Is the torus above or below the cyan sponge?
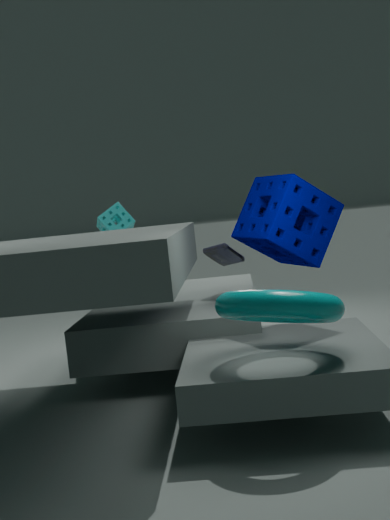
below
